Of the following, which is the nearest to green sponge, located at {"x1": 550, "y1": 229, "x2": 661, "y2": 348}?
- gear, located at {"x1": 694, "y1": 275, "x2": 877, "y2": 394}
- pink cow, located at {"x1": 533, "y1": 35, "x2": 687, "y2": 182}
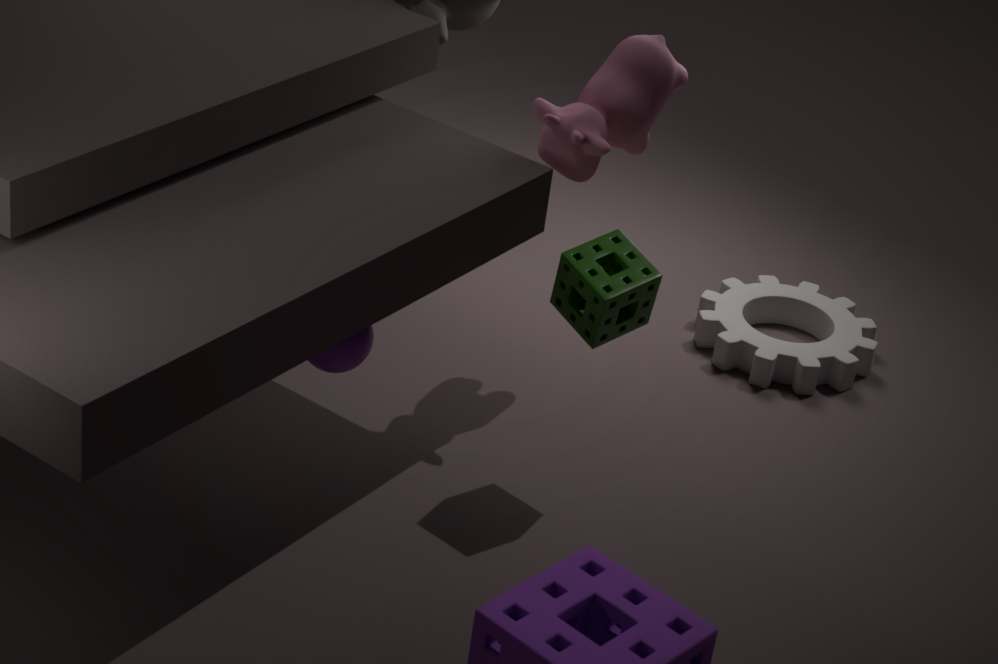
pink cow, located at {"x1": 533, "y1": 35, "x2": 687, "y2": 182}
